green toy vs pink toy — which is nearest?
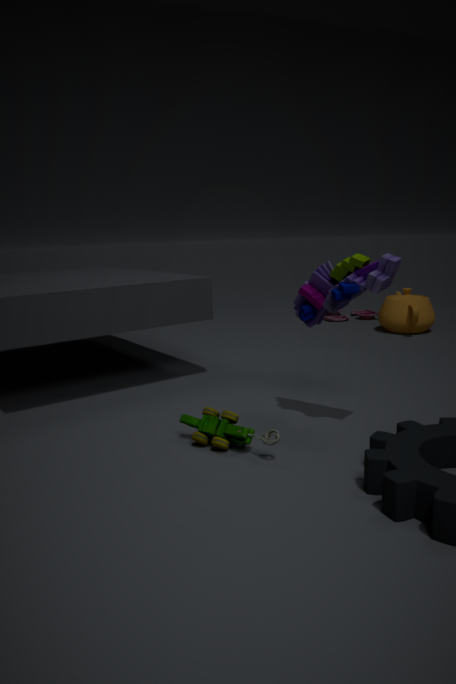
green toy
